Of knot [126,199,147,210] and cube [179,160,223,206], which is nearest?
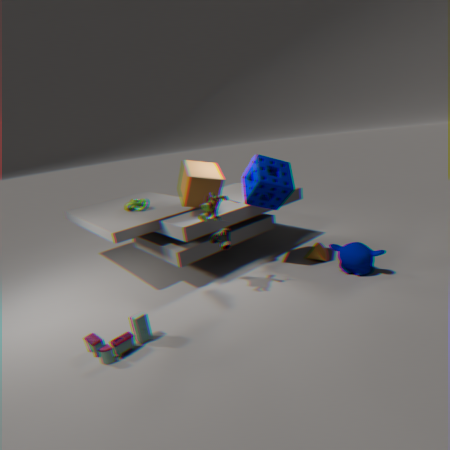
cube [179,160,223,206]
